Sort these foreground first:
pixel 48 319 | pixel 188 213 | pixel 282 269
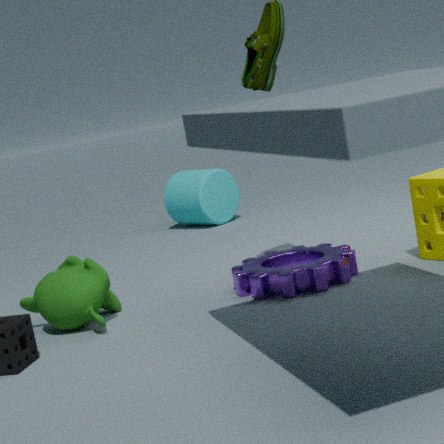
pixel 48 319, pixel 282 269, pixel 188 213
